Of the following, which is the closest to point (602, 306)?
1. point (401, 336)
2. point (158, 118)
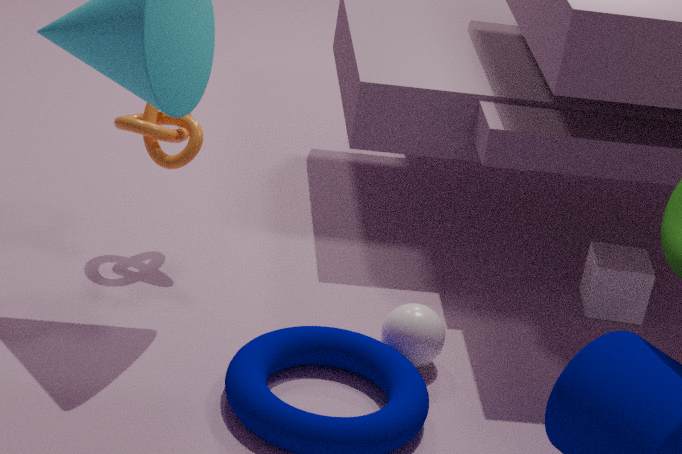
point (401, 336)
